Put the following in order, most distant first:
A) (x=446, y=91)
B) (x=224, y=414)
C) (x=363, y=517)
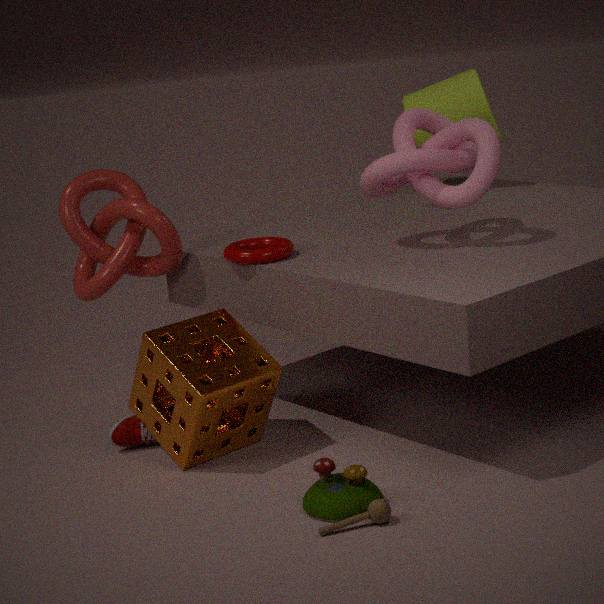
(x=446, y=91) < (x=224, y=414) < (x=363, y=517)
